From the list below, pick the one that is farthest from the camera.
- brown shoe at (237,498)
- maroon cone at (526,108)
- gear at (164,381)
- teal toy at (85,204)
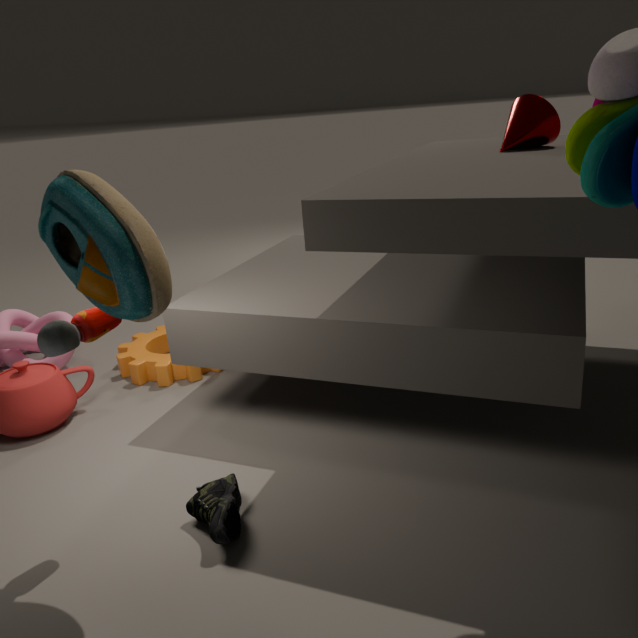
gear at (164,381)
